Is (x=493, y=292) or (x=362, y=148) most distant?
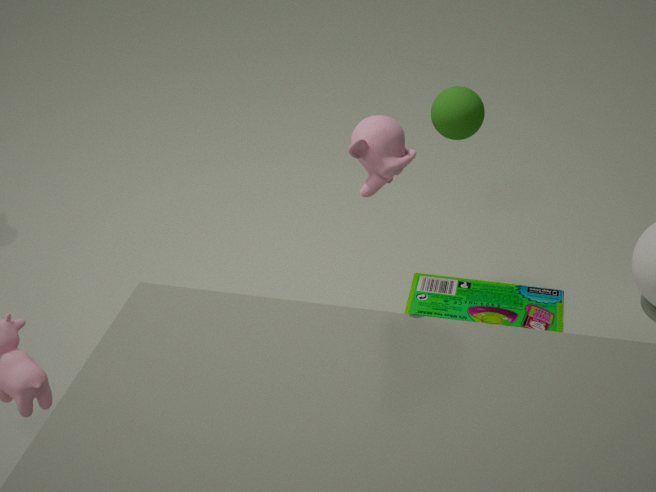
(x=493, y=292)
